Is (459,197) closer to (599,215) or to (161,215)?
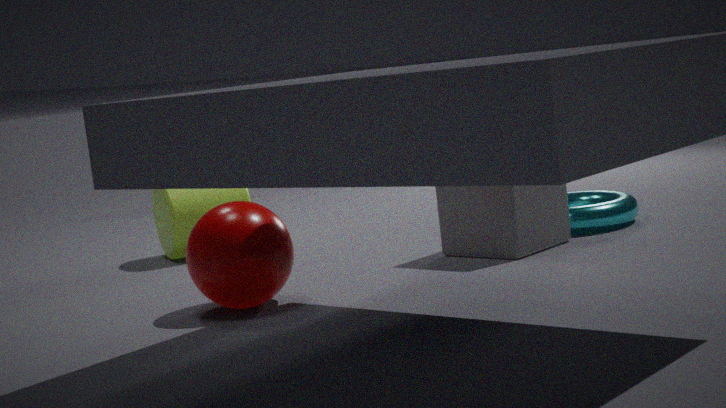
(599,215)
